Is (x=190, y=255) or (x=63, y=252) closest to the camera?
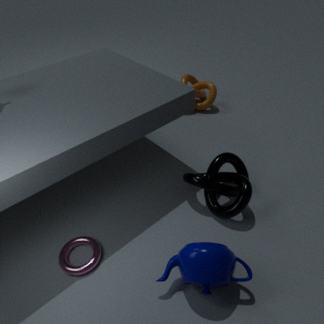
(x=190, y=255)
